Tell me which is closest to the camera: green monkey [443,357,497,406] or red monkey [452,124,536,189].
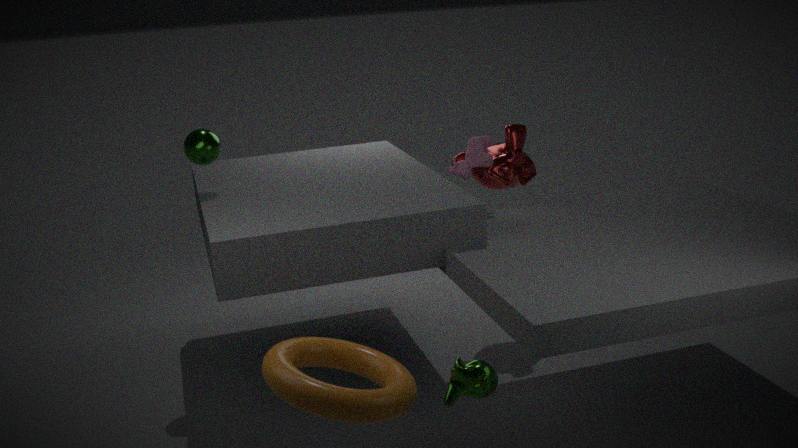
green monkey [443,357,497,406]
